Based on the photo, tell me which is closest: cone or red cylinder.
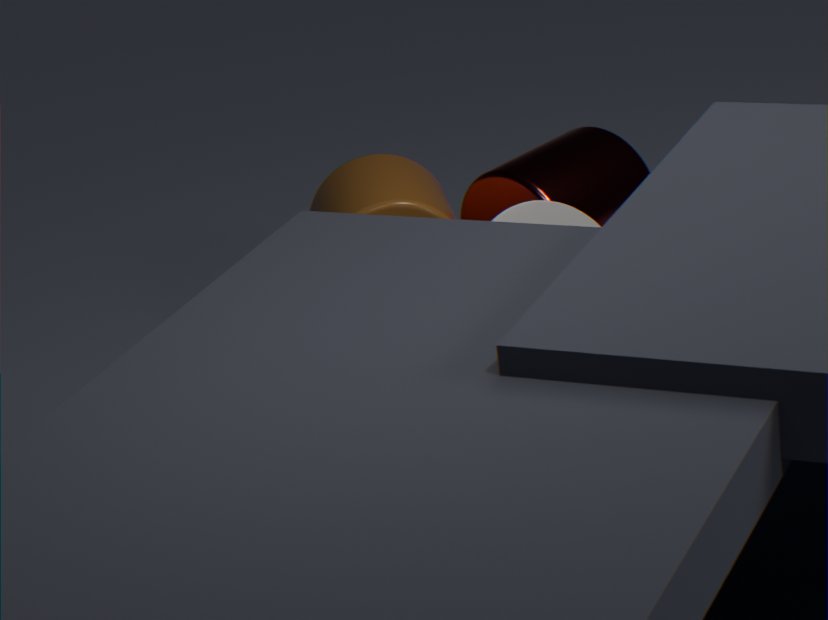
cone
